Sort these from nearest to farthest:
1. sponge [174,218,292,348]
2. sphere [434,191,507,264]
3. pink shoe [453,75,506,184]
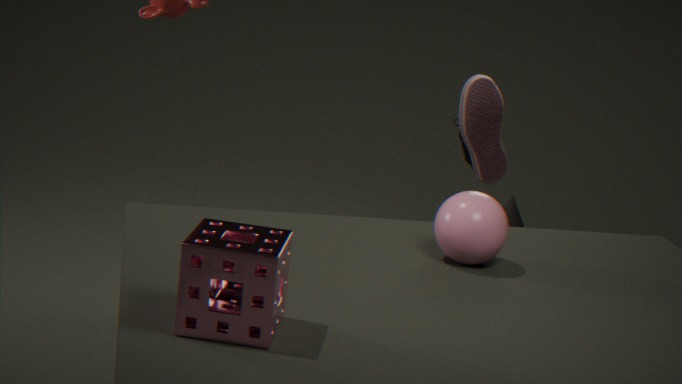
sponge [174,218,292,348] → sphere [434,191,507,264] → pink shoe [453,75,506,184]
